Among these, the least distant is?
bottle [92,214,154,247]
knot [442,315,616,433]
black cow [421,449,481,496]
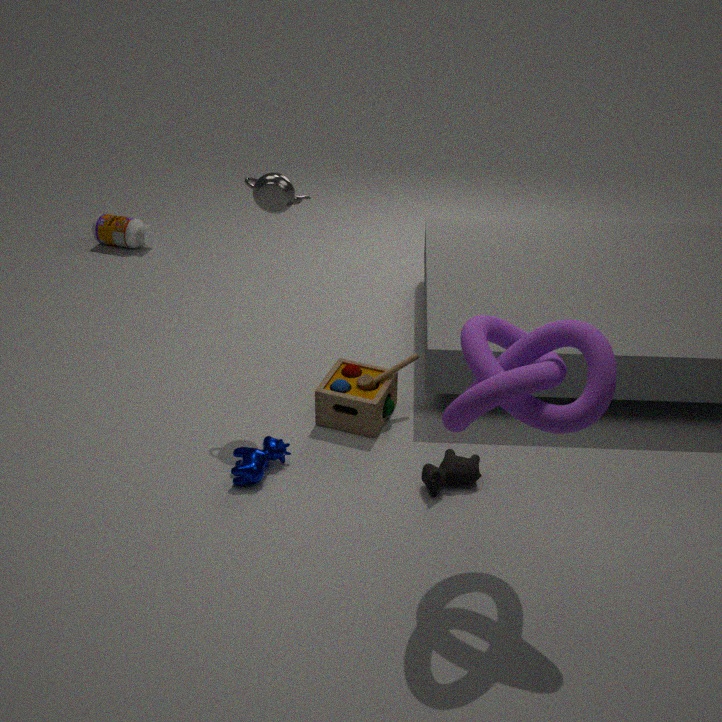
knot [442,315,616,433]
